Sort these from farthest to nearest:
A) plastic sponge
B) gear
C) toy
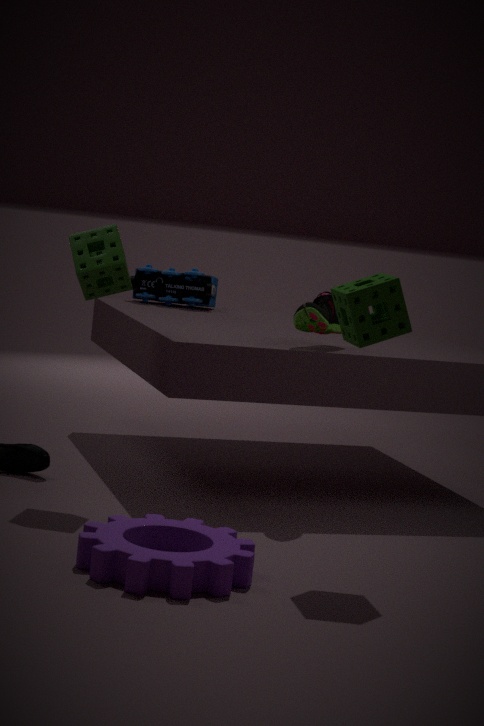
toy, plastic sponge, gear
